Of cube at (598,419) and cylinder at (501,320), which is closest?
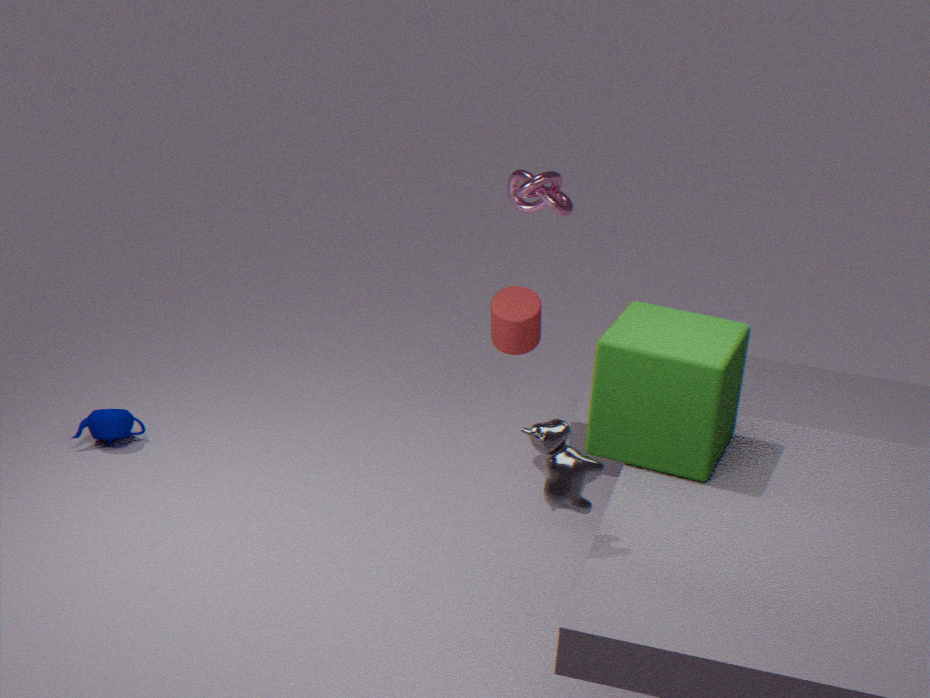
cube at (598,419)
